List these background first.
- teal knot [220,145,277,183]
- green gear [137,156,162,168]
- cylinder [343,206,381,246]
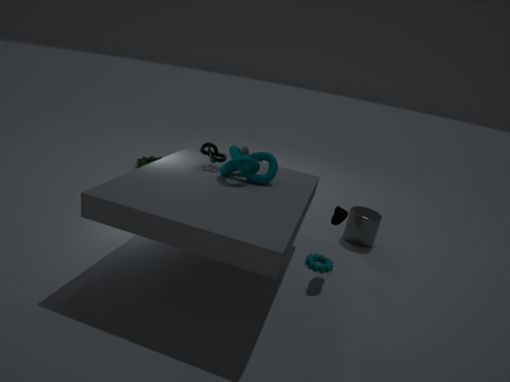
green gear [137,156,162,168] < cylinder [343,206,381,246] < teal knot [220,145,277,183]
